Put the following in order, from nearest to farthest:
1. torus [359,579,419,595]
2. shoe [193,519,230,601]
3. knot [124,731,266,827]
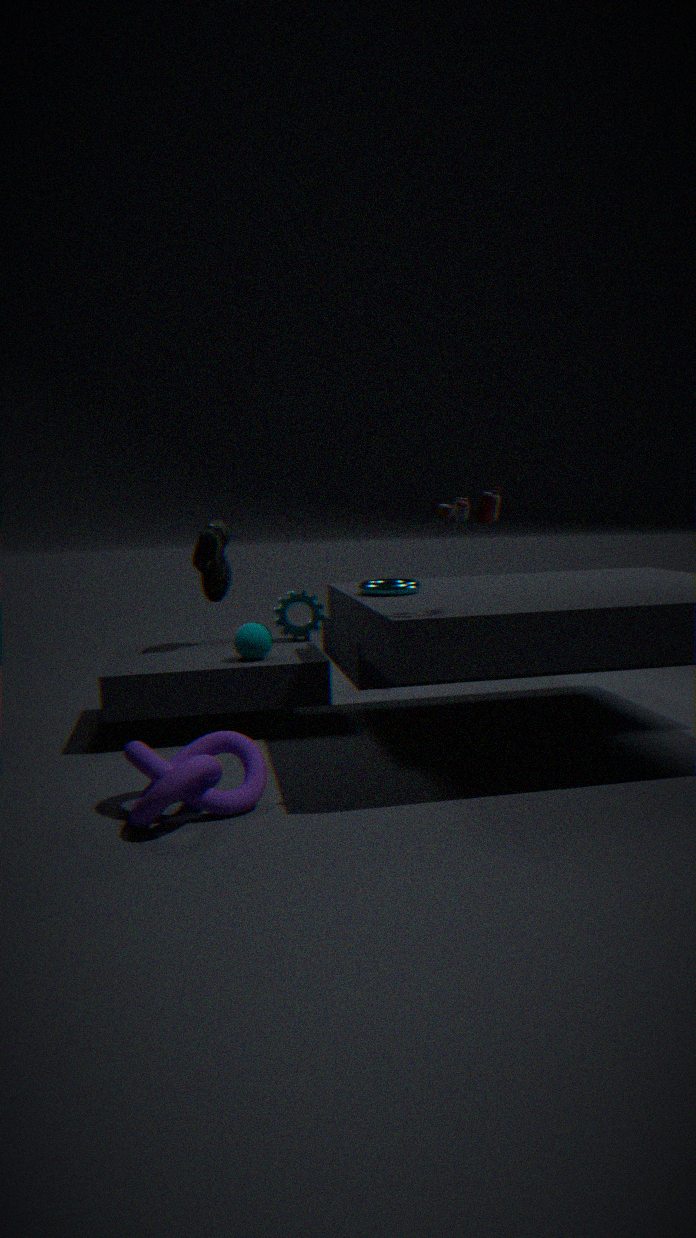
knot [124,731,266,827] → torus [359,579,419,595] → shoe [193,519,230,601]
